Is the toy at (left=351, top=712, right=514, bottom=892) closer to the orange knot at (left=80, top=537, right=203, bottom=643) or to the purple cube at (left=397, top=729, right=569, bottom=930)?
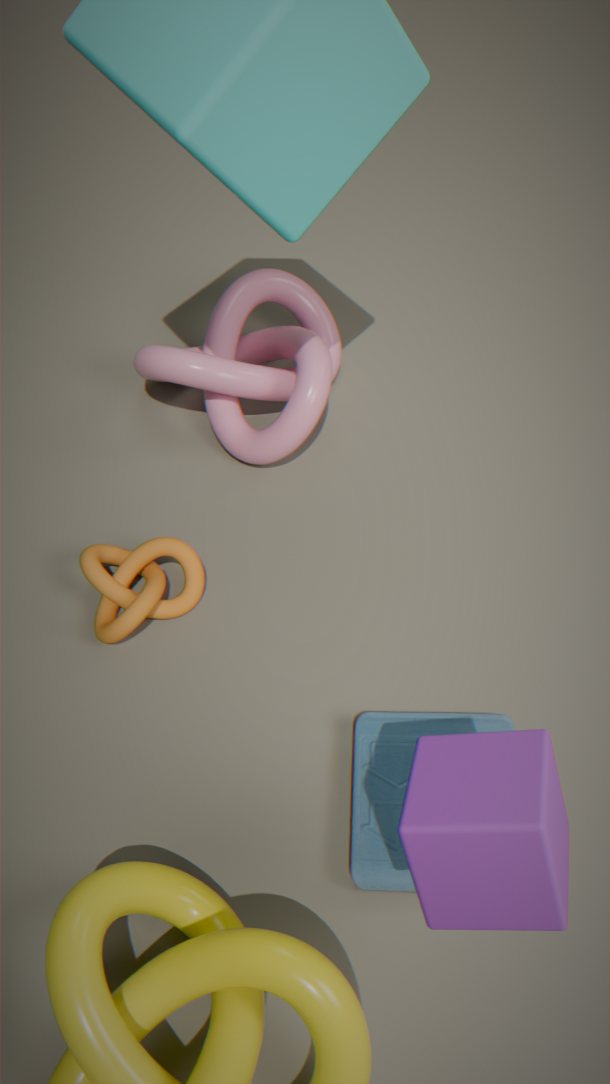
the purple cube at (left=397, top=729, right=569, bottom=930)
